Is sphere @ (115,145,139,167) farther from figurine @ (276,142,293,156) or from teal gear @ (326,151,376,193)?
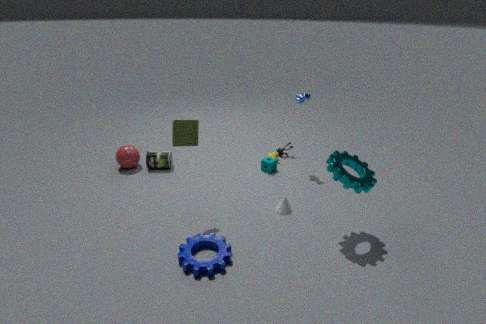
teal gear @ (326,151,376,193)
